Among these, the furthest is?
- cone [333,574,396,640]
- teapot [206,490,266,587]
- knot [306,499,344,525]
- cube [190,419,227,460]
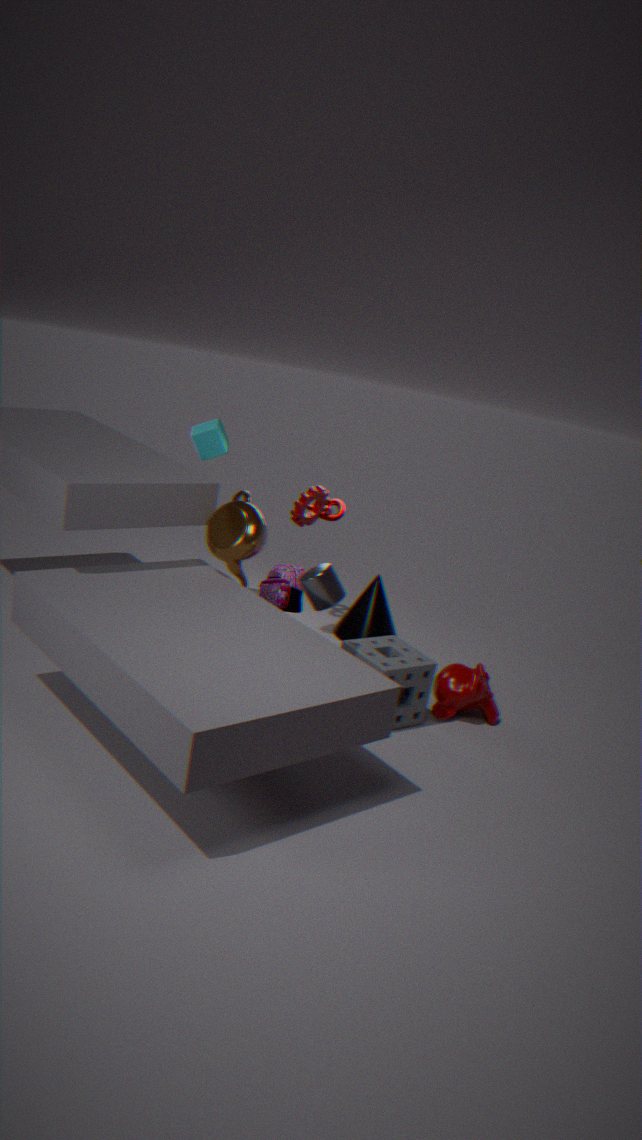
knot [306,499,344,525]
